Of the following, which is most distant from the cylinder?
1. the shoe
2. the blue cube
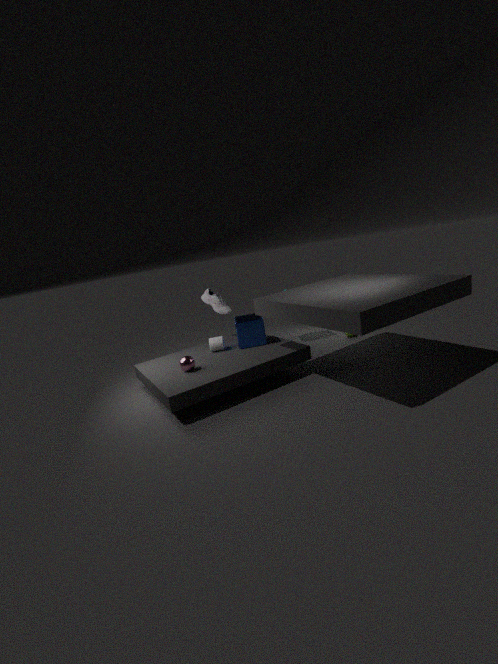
the shoe
